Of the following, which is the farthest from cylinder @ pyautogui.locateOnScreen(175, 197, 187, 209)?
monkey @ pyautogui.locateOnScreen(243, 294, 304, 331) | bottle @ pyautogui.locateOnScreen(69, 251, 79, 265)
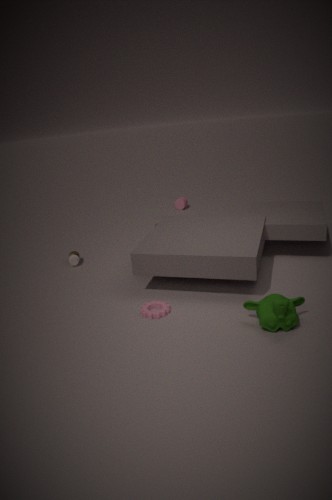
monkey @ pyautogui.locateOnScreen(243, 294, 304, 331)
